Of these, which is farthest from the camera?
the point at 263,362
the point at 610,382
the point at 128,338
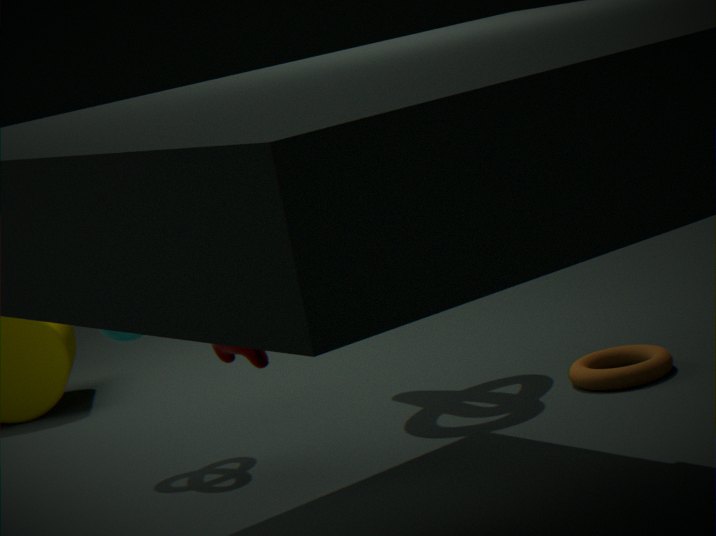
the point at 128,338
